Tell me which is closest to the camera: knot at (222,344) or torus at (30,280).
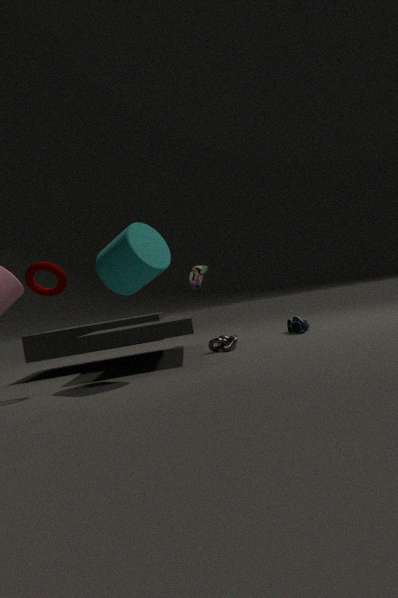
torus at (30,280)
